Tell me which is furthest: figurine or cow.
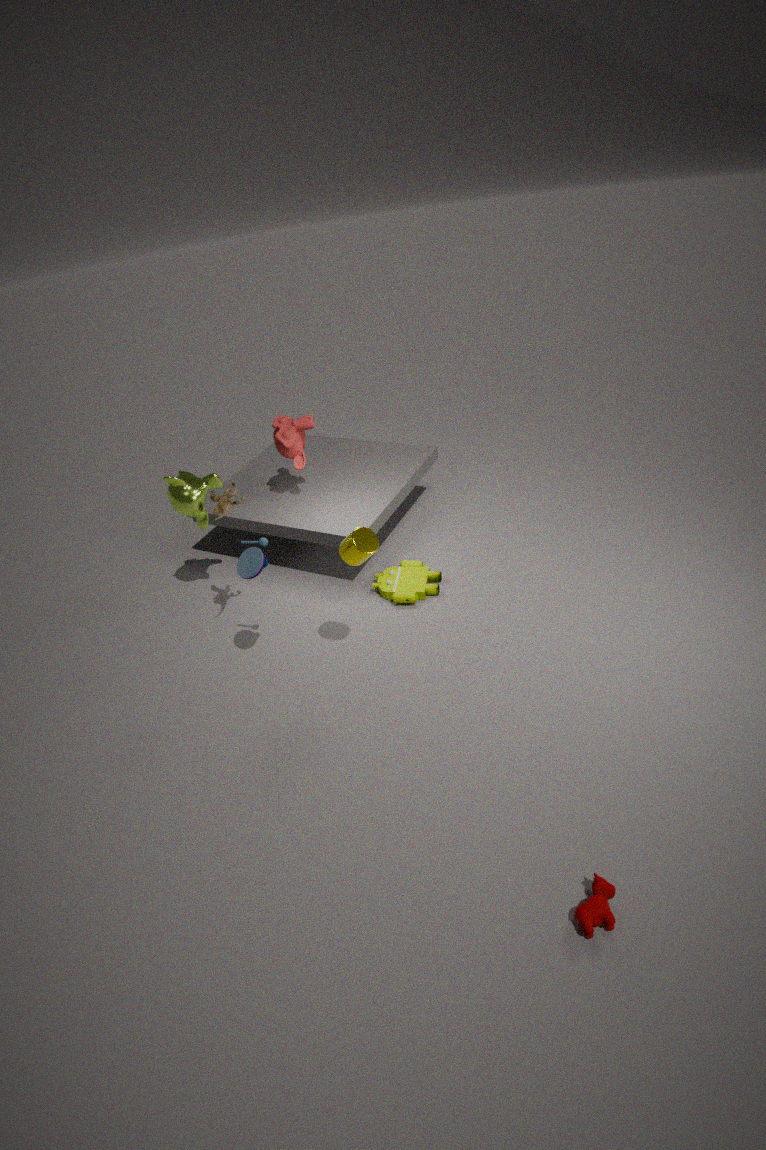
figurine
